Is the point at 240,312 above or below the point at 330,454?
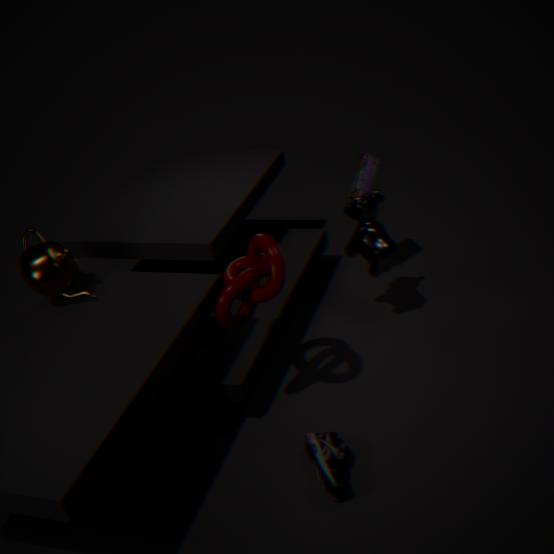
above
